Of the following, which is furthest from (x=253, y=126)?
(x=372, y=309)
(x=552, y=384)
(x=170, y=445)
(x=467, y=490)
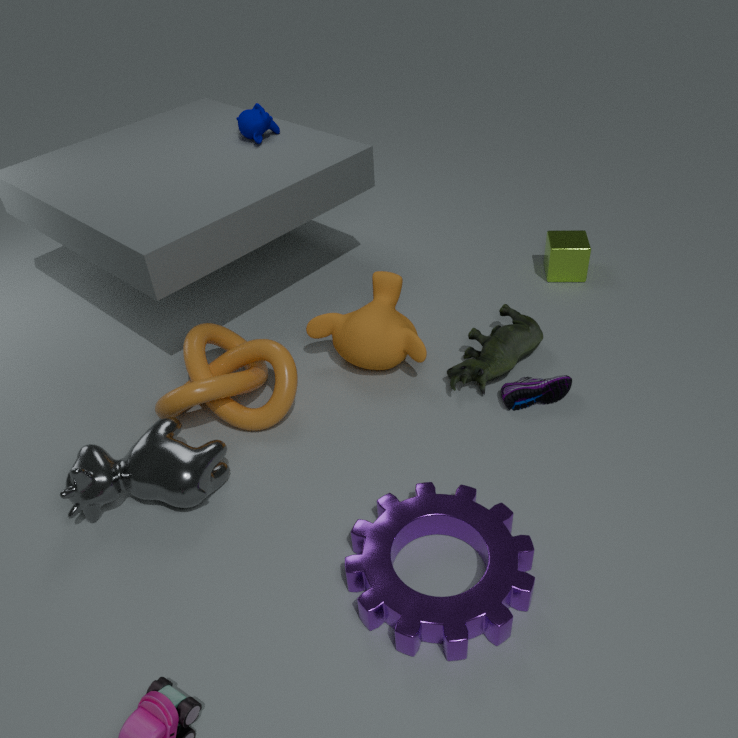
(x=467, y=490)
